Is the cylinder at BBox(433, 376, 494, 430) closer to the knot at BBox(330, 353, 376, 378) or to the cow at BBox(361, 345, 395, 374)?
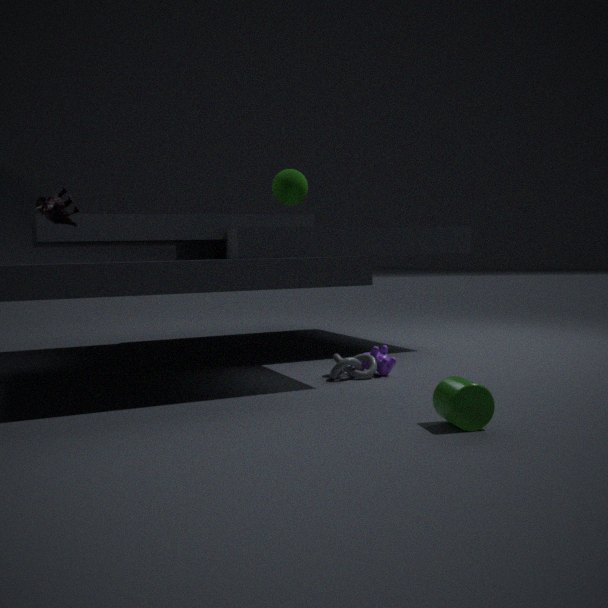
the knot at BBox(330, 353, 376, 378)
